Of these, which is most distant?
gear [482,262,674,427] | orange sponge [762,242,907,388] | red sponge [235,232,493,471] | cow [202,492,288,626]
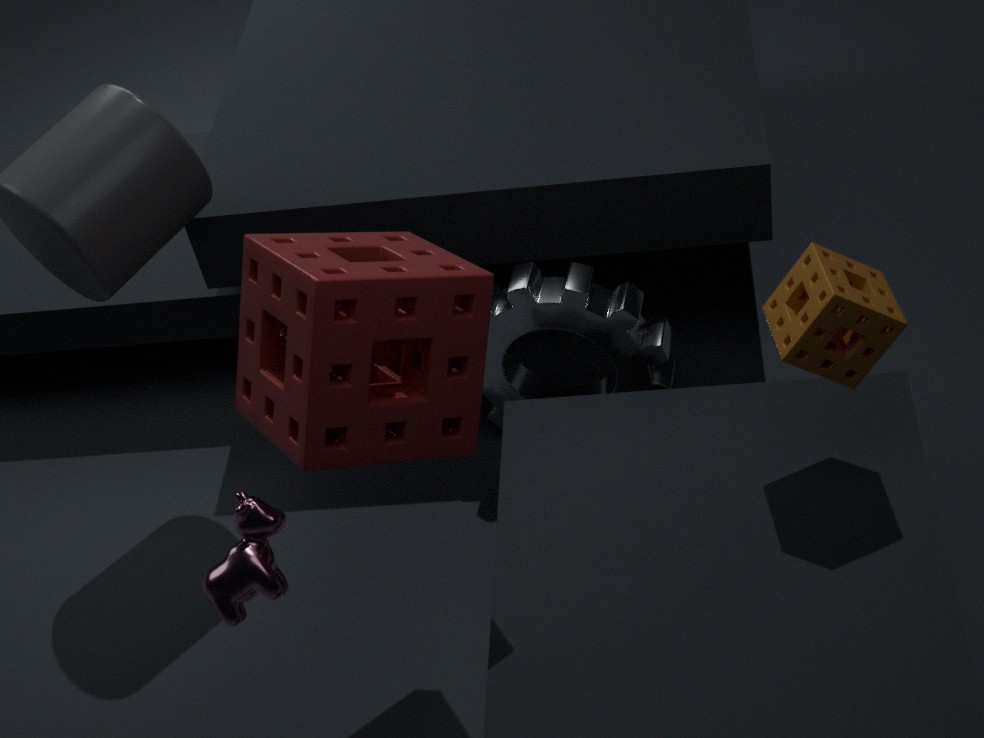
gear [482,262,674,427]
